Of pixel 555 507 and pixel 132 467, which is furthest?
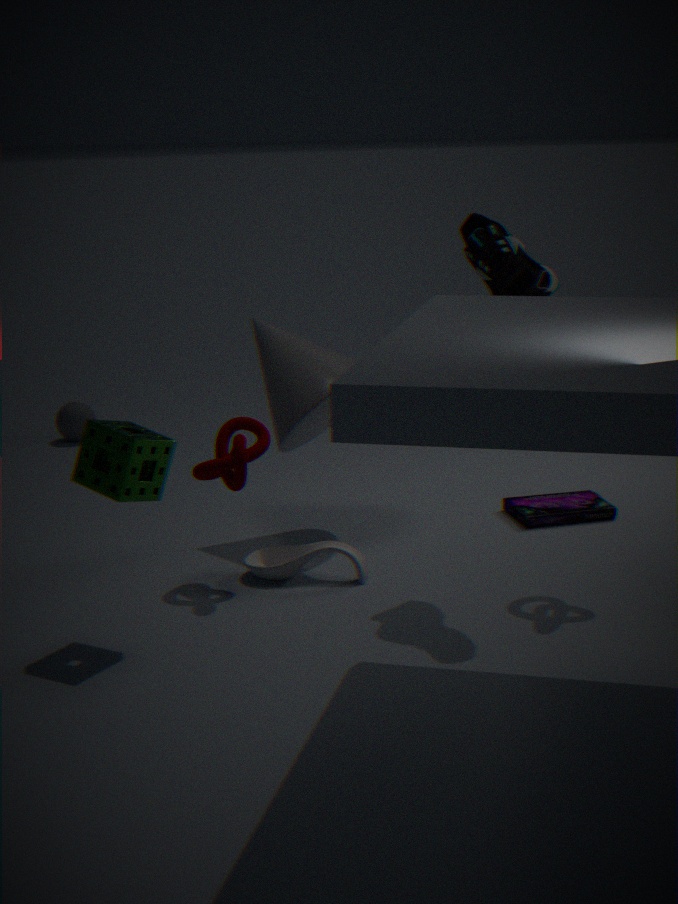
pixel 555 507
